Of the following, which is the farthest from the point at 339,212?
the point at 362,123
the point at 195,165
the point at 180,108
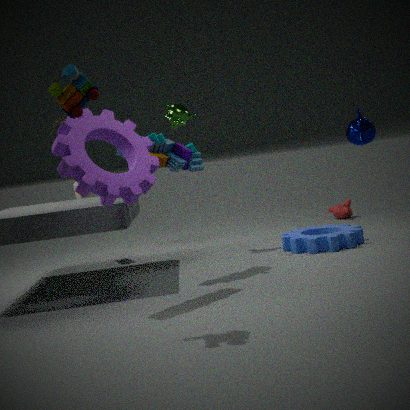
the point at 195,165
